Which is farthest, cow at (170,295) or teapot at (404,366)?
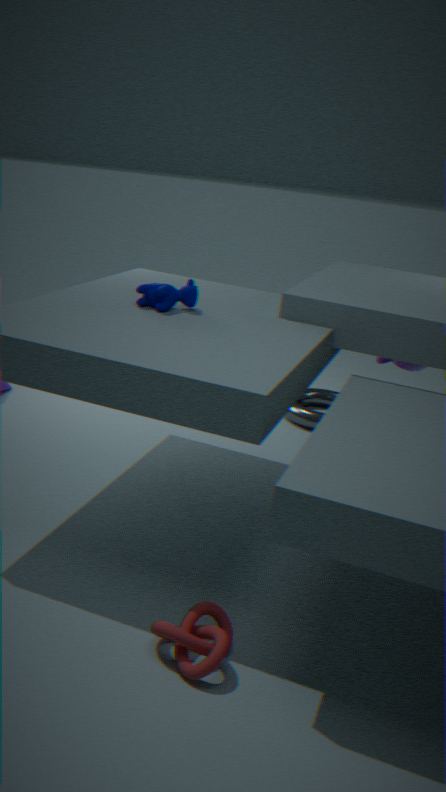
teapot at (404,366)
